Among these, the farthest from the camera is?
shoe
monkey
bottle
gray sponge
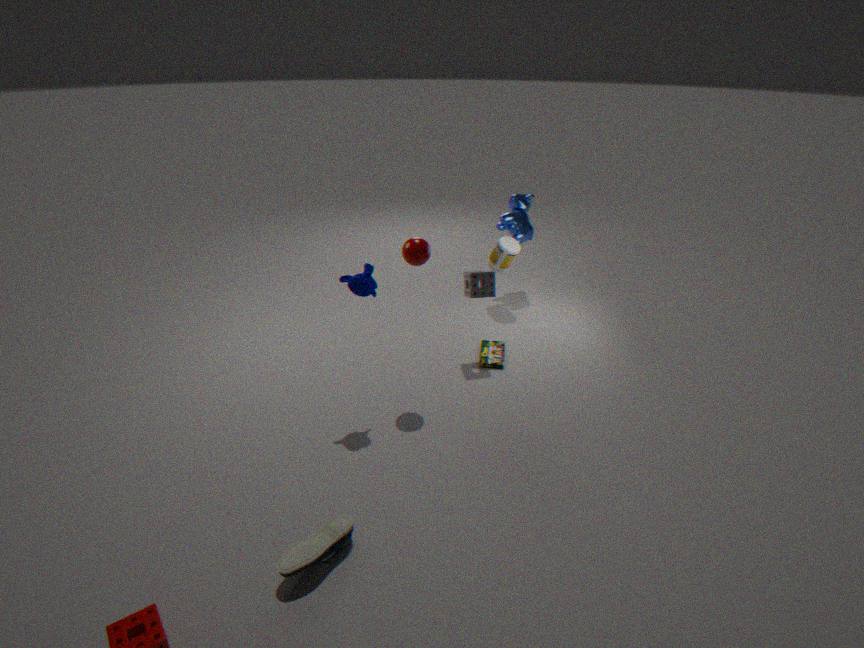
bottle
